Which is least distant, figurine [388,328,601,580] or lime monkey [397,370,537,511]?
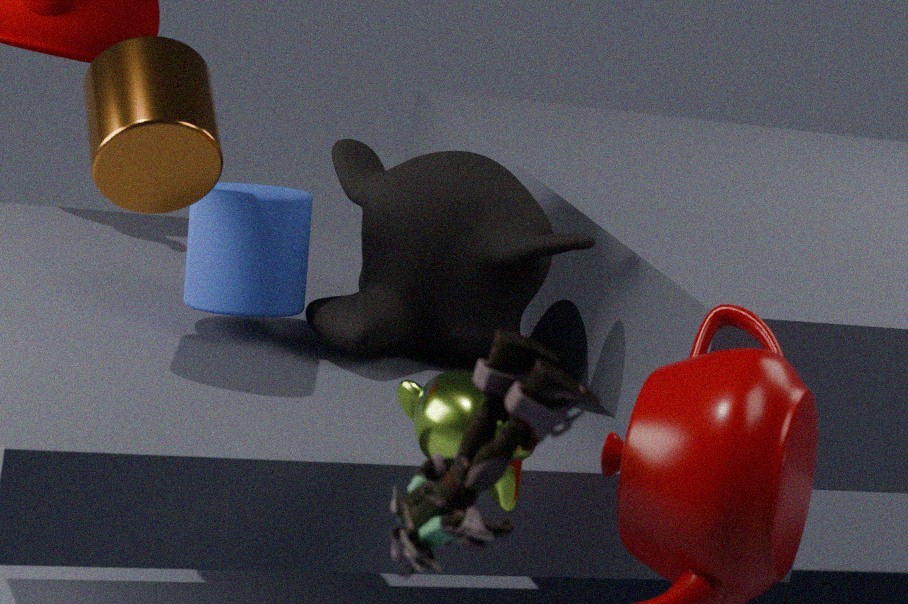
figurine [388,328,601,580]
